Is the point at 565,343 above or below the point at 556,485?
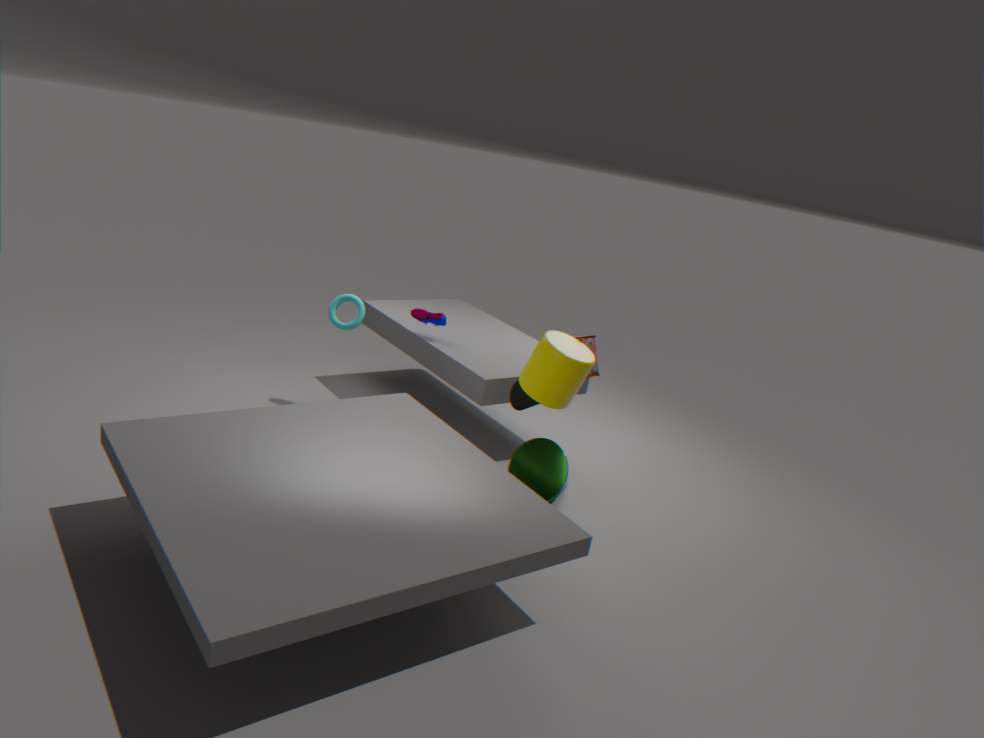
above
